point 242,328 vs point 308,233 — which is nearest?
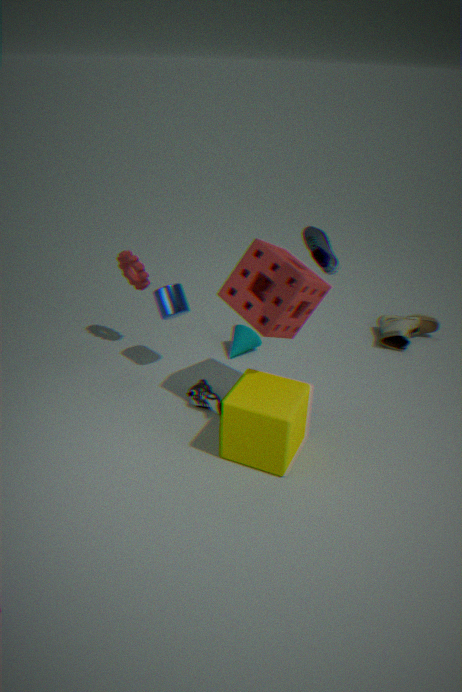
point 308,233
